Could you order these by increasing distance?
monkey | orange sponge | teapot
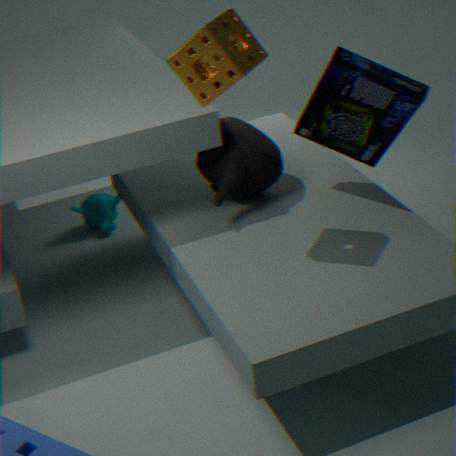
orange sponge < teapot < monkey
